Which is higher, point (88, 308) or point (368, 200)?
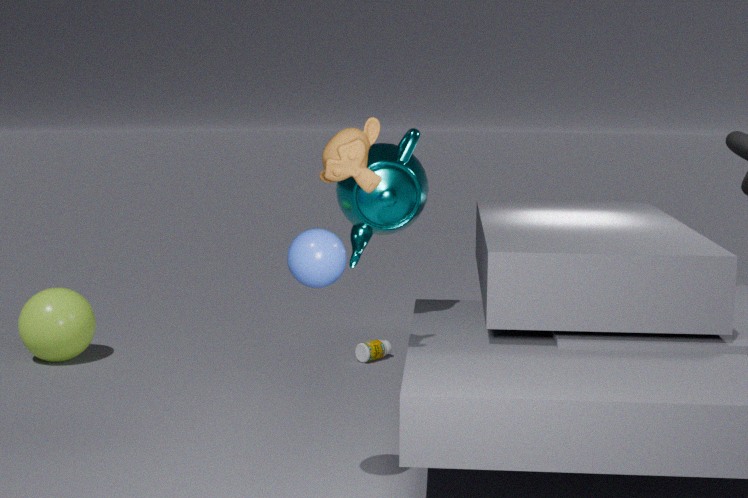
point (368, 200)
